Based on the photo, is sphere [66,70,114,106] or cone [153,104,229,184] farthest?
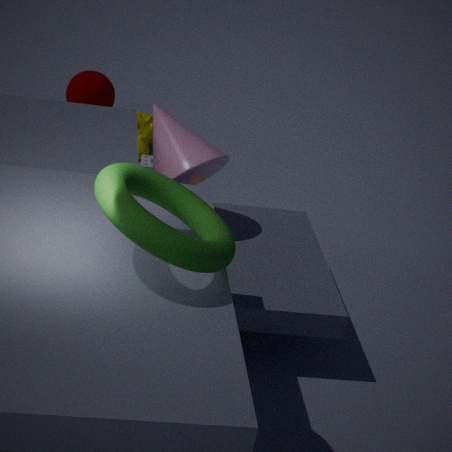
sphere [66,70,114,106]
